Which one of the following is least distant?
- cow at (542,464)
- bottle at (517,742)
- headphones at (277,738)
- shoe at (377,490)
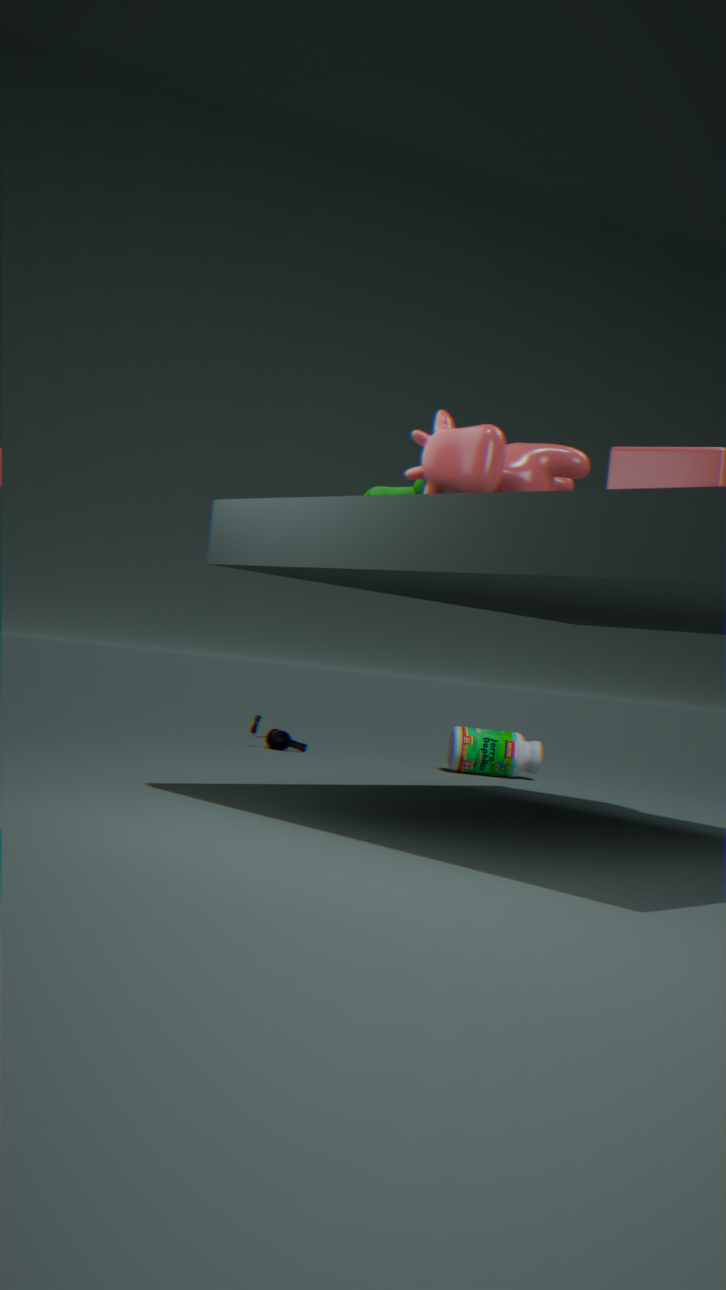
cow at (542,464)
